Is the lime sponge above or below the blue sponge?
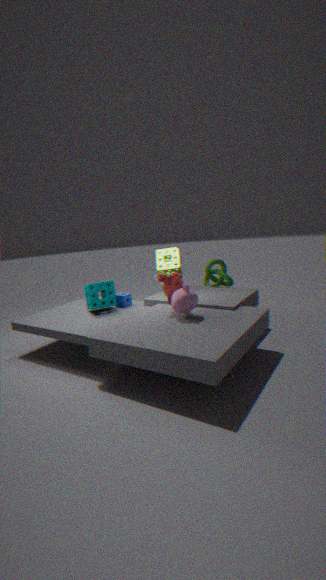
above
